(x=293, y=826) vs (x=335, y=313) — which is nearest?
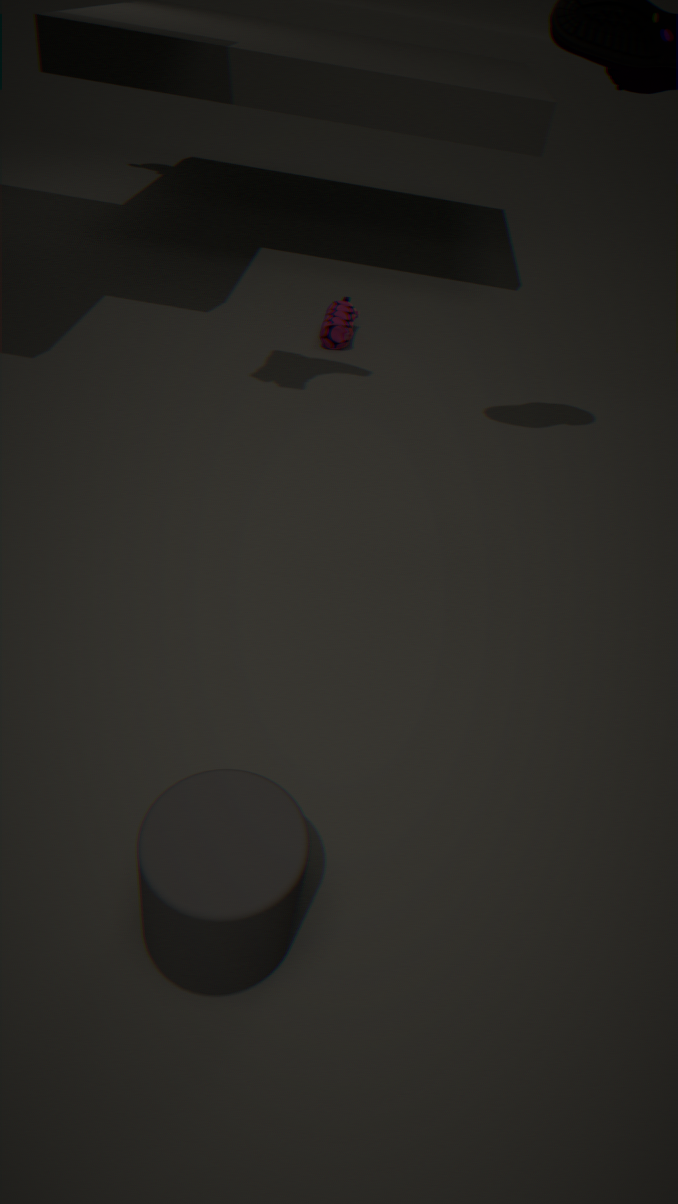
(x=293, y=826)
